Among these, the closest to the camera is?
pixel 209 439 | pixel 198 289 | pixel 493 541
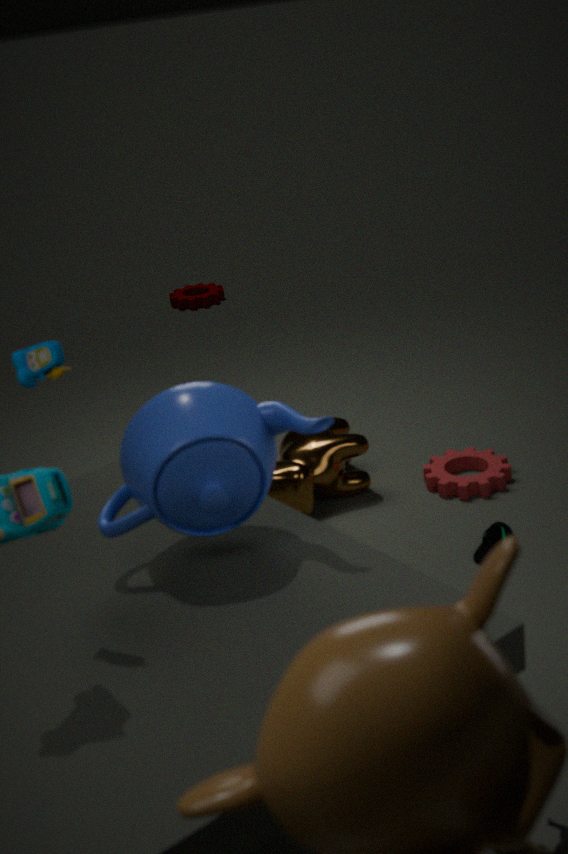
pixel 209 439
